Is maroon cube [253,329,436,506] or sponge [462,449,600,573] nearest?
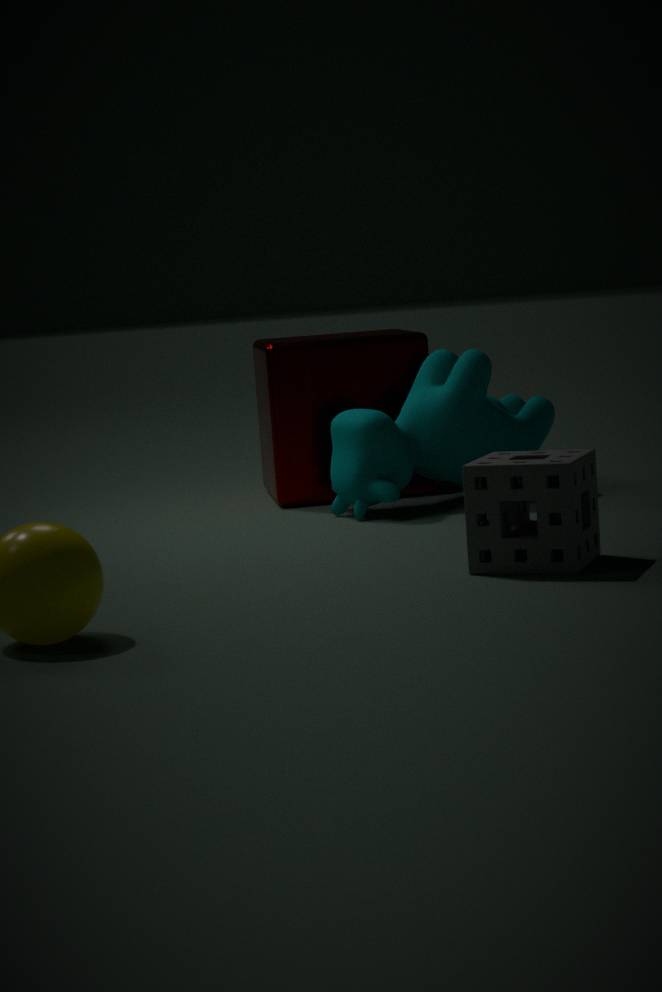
sponge [462,449,600,573]
